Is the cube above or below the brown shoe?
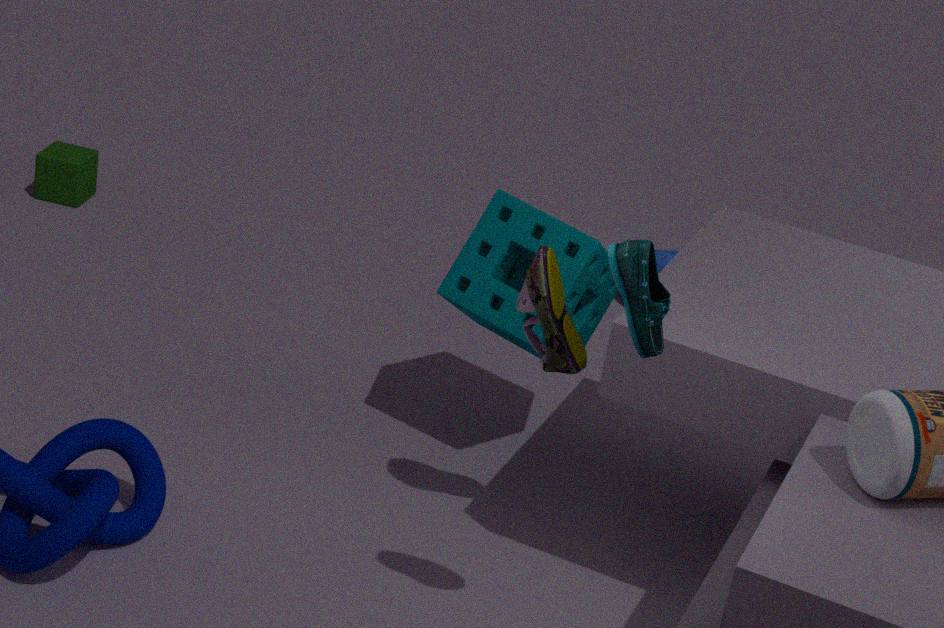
below
